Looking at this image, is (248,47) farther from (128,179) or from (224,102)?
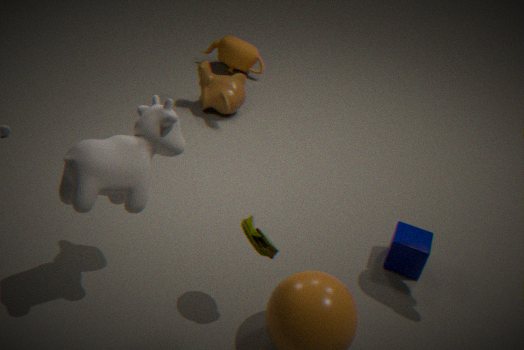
(128,179)
